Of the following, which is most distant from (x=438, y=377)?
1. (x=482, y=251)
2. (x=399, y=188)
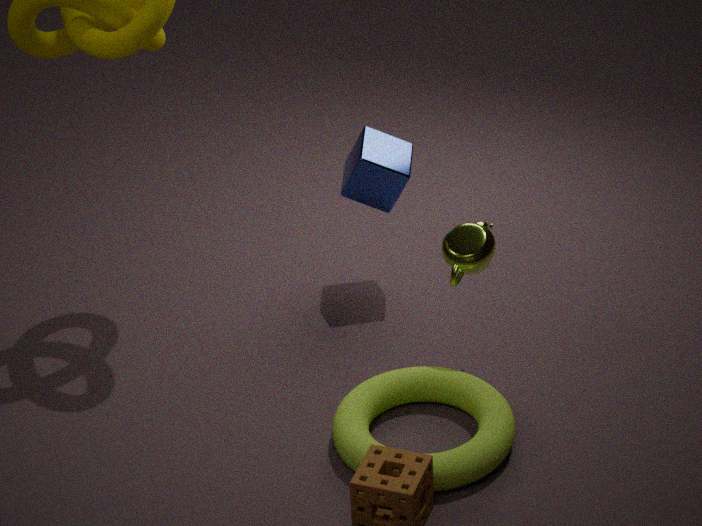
(x=399, y=188)
